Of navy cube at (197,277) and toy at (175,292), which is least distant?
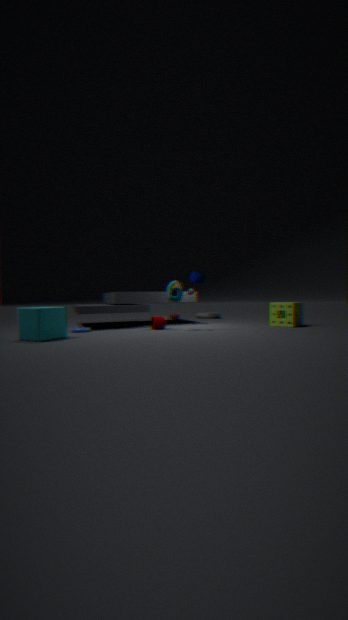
toy at (175,292)
